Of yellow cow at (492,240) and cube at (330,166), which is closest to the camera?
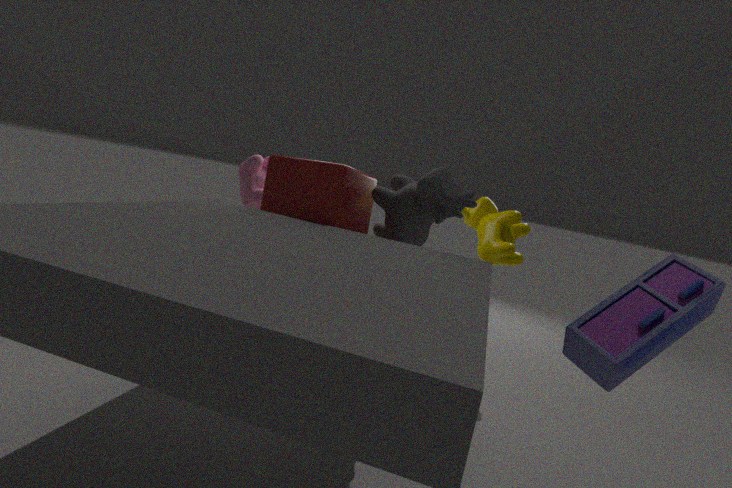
cube at (330,166)
